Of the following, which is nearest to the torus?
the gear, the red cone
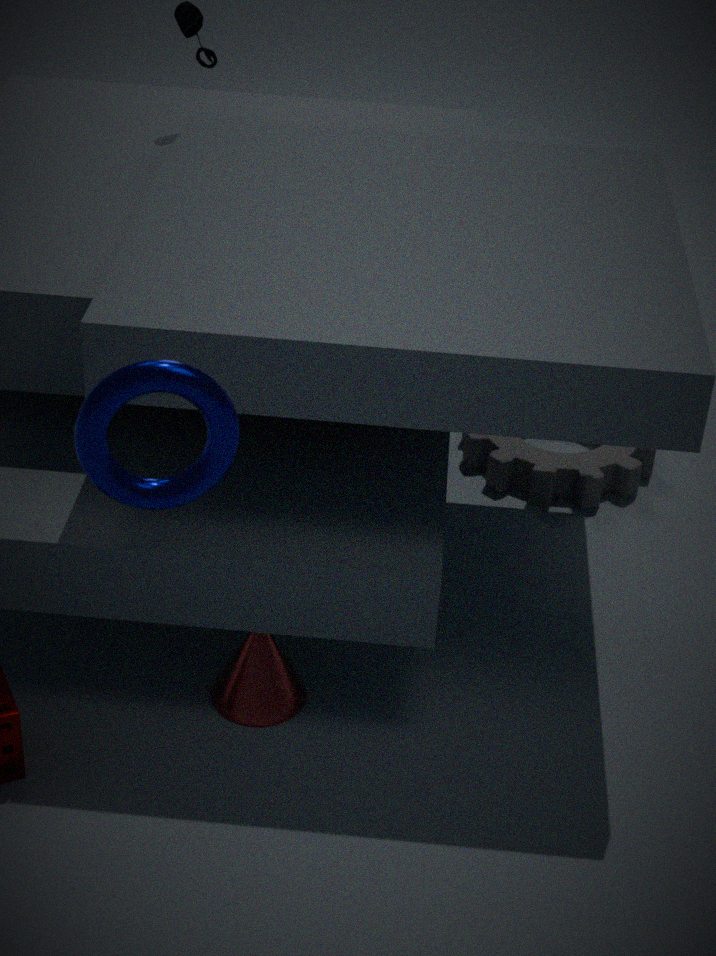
the red cone
